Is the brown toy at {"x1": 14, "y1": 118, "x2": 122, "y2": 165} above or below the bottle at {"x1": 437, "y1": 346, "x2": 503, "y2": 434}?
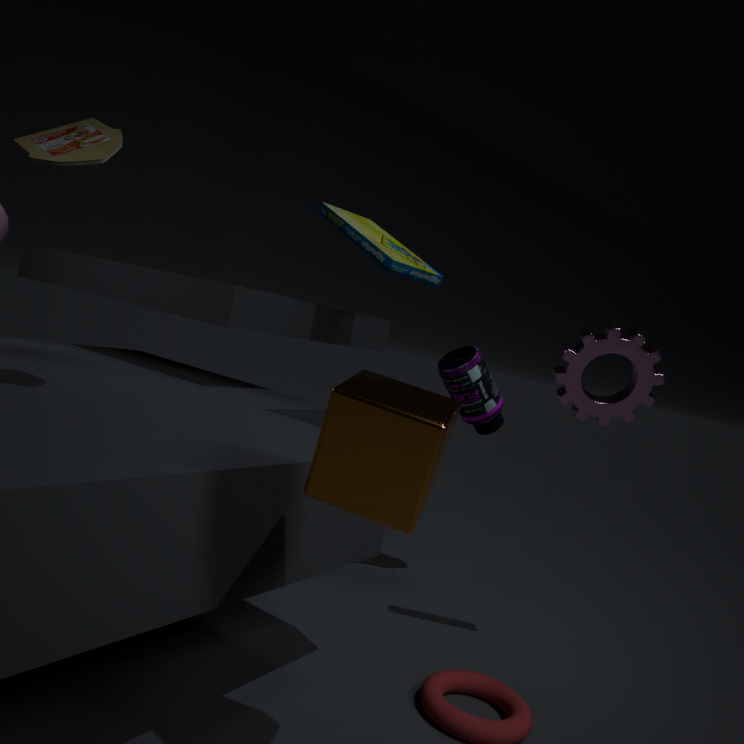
above
